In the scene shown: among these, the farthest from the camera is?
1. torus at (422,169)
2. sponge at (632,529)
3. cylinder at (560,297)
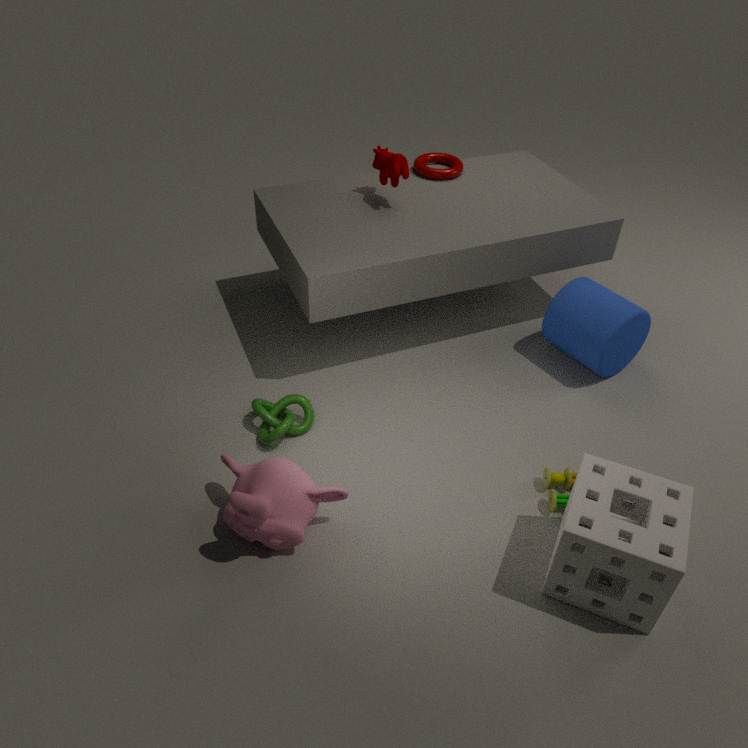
torus at (422,169)
